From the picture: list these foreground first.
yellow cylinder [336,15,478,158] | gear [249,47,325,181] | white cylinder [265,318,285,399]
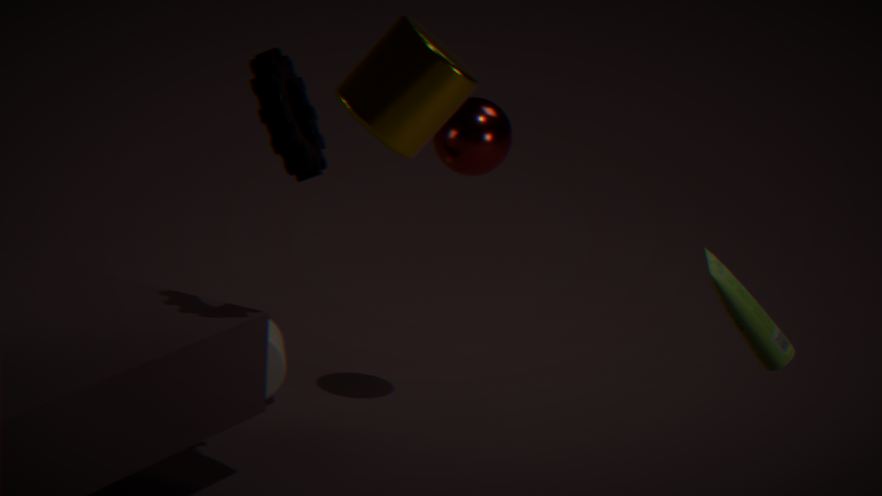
yellow cylinder [336,15,478,158], gear [249,47,325,181], white cylinder [265,318,285,399]
